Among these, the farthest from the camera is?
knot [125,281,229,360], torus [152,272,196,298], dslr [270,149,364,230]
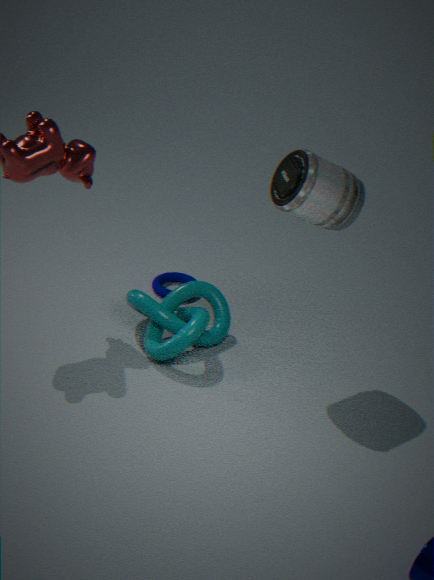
torus [152,272,196,298]
